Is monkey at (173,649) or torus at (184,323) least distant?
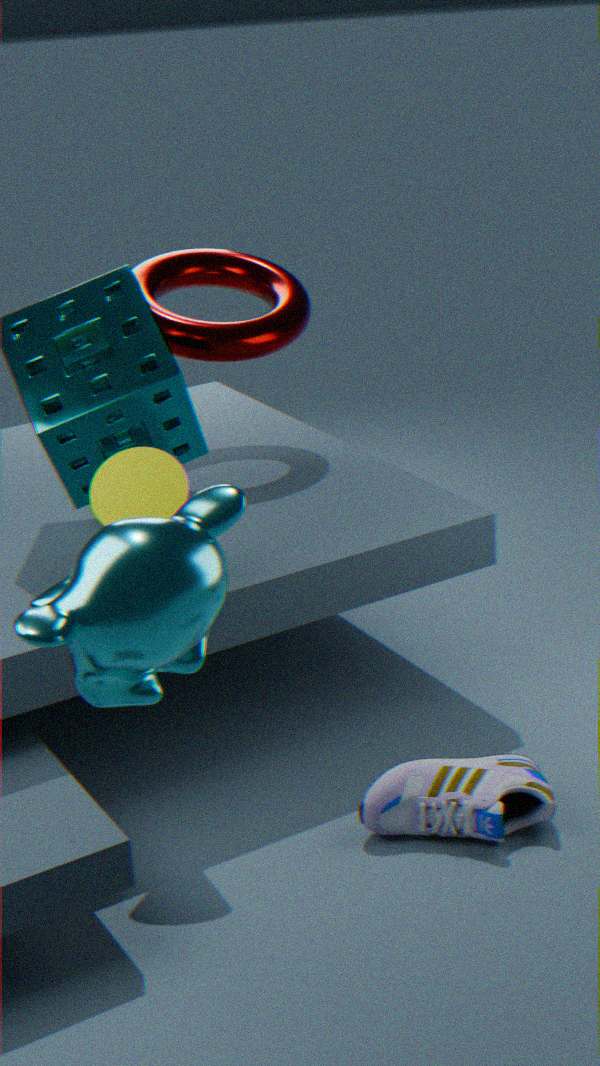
monkey at (173,649)
